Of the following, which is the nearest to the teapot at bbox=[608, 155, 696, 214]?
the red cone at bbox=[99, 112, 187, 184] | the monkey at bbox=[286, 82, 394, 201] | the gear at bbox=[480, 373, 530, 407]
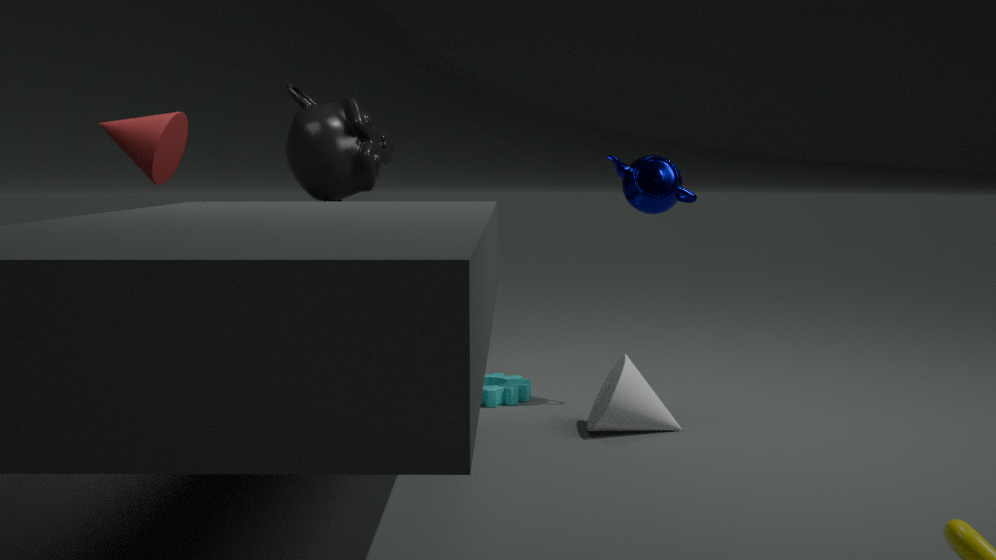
the gear at bbox=[480, 373, 530, 407]
